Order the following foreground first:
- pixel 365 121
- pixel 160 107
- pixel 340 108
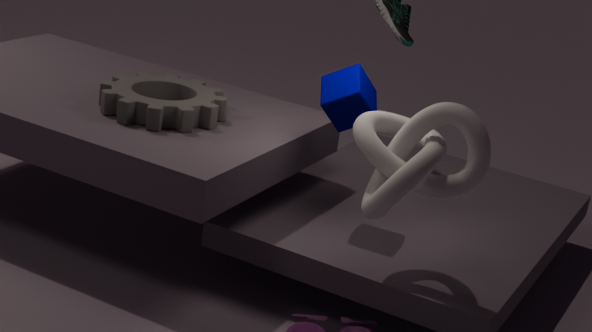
pixel 365 121 < pixel 160 107 < pixel 340 108
